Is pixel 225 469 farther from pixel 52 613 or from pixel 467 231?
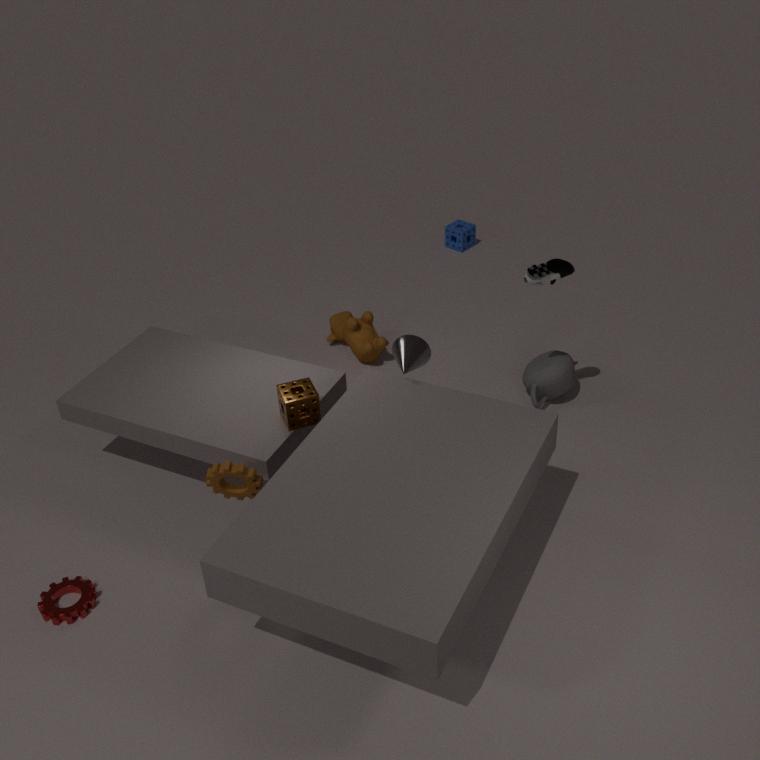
pixel 467 231
